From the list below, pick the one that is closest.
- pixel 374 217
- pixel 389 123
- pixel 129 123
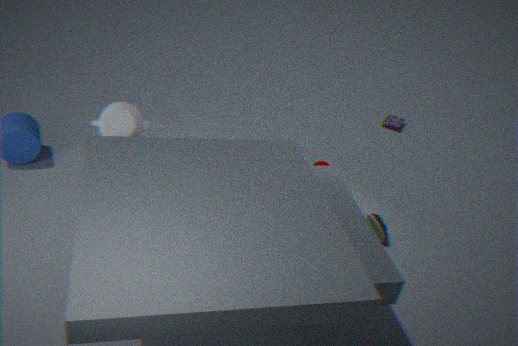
pixel 129 123
